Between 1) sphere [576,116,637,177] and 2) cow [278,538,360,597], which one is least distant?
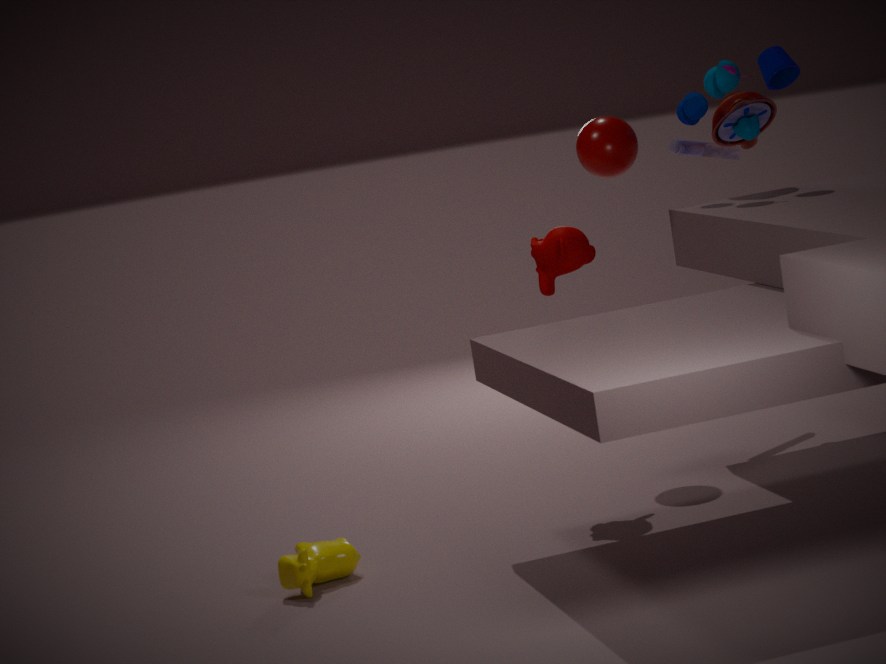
2. cow [278,538,360,597]
